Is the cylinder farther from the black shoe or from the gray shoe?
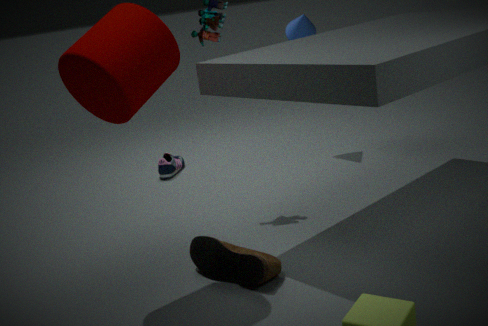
the gray shoe
